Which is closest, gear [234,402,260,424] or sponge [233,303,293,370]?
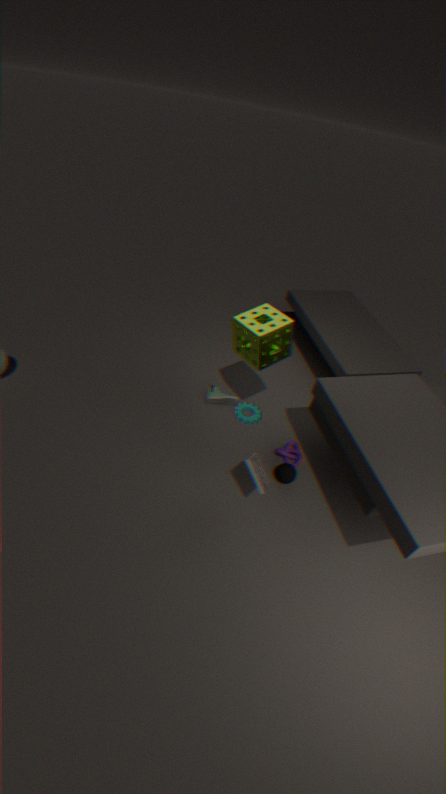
sponge [233,303,293,370]
